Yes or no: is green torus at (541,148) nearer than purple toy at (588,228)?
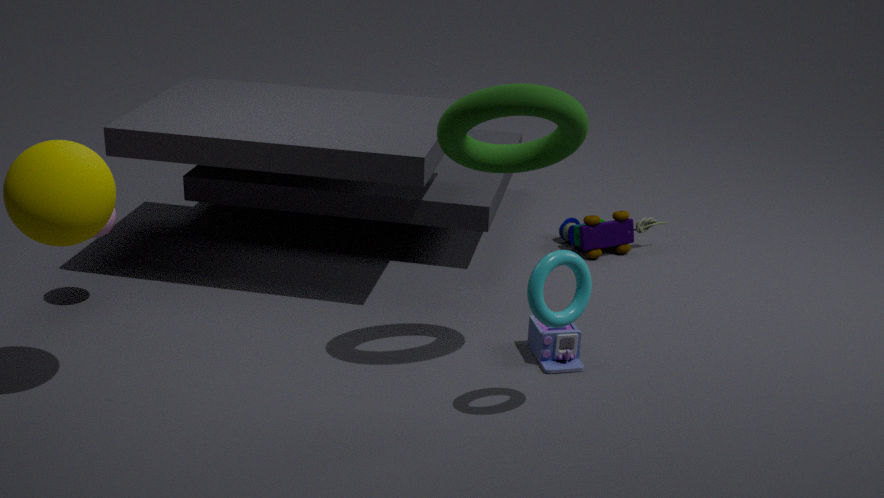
Yes
